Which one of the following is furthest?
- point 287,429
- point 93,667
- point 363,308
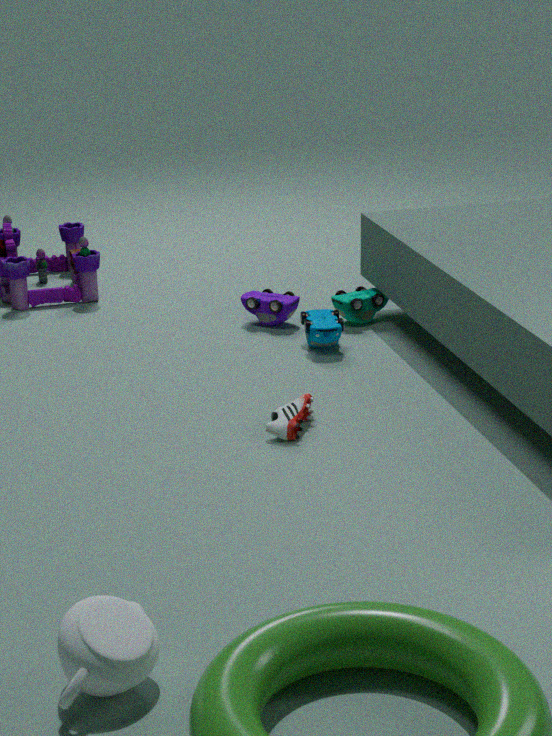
point 363,308
